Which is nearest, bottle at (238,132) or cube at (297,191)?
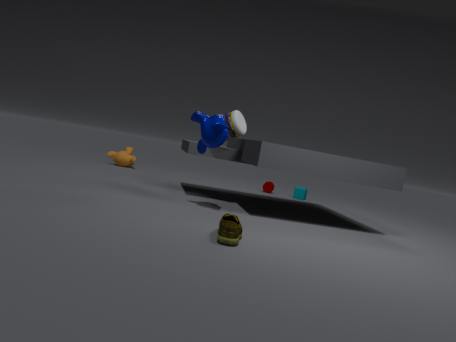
bottle at (238,132)
